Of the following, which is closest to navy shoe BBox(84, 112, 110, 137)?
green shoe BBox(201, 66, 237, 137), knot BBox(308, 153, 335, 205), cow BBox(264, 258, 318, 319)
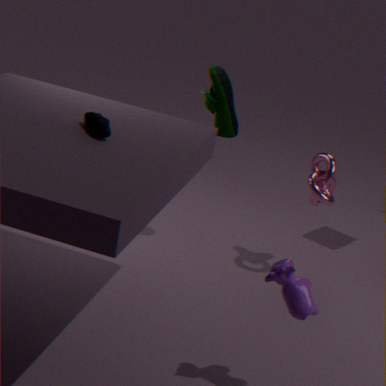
green shoe BBox(201, 66, 237, 137)
